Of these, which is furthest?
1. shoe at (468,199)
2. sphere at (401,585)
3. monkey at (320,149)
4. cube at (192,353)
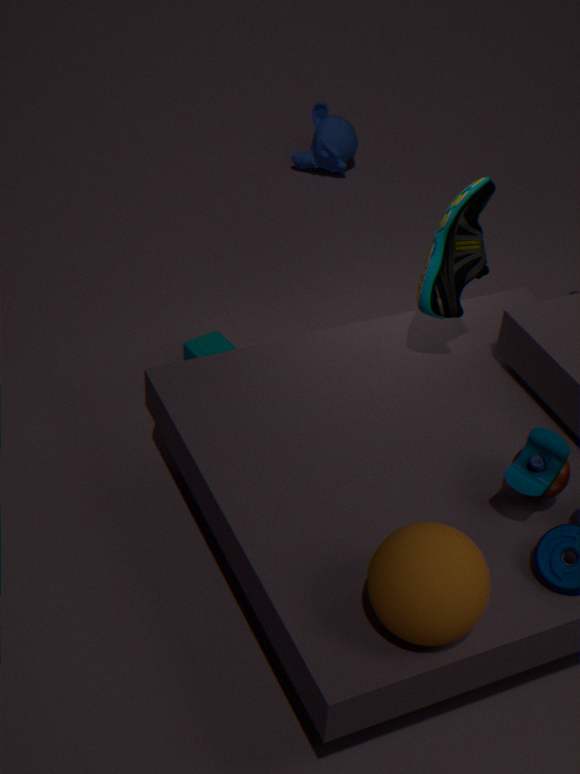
monkey at (320,149)
